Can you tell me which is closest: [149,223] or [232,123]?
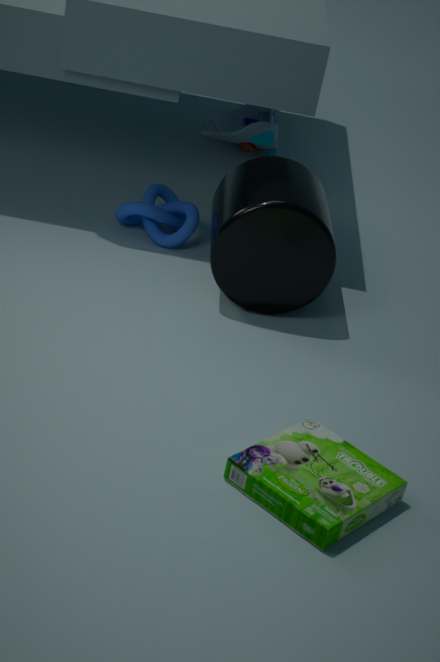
[149,223]
